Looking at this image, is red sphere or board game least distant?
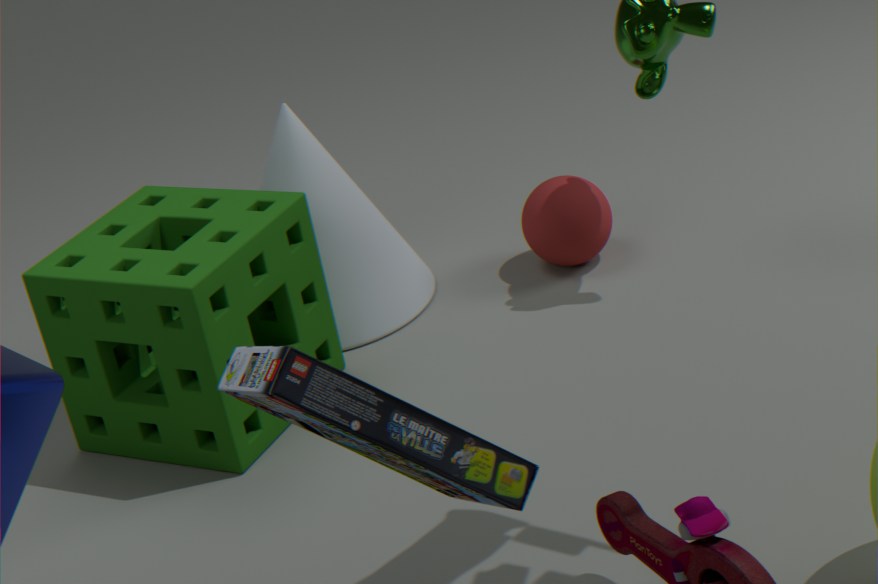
board game
